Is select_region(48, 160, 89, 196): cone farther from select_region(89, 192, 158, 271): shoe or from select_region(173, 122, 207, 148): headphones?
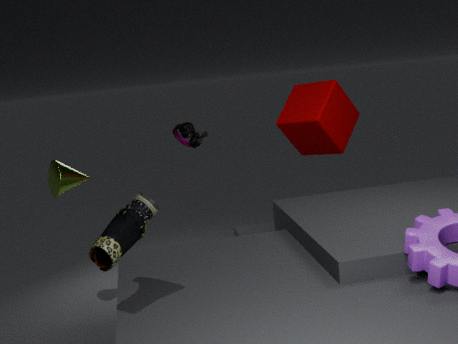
select_region(89, 192, 158, 271): shoe
